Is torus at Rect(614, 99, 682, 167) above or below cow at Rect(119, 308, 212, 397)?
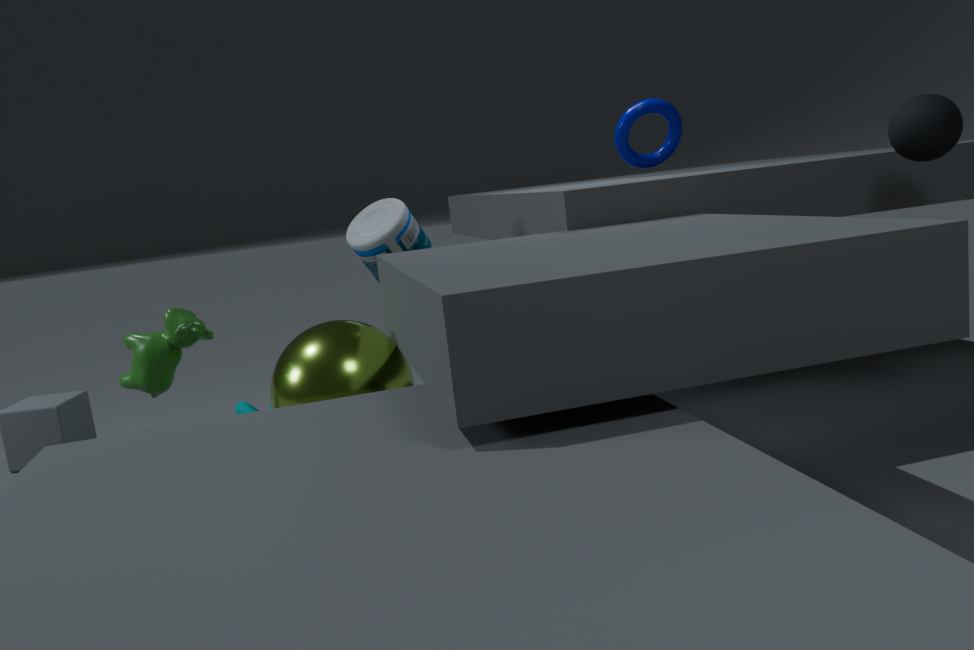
above
